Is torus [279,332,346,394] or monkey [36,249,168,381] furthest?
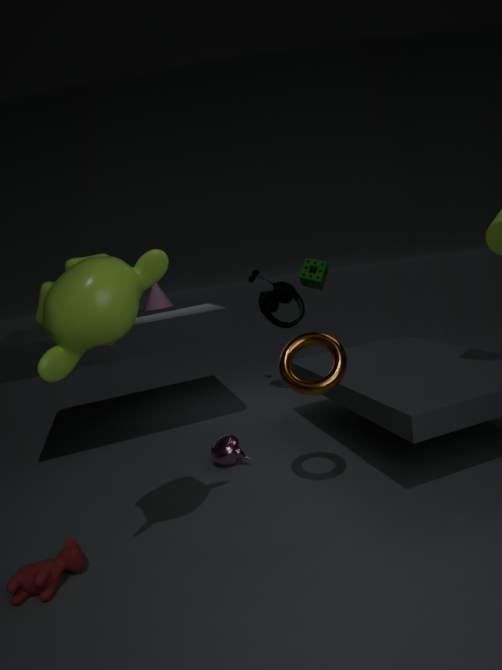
torus [279,332,346,394]
